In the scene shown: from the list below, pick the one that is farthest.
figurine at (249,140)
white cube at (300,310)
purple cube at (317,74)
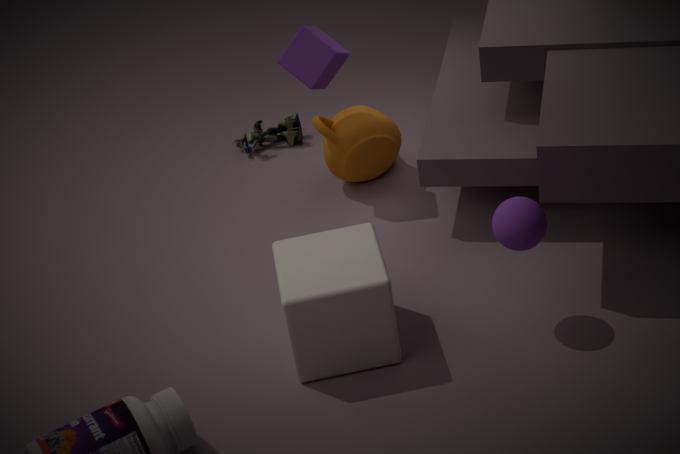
figurine at (249,140)
